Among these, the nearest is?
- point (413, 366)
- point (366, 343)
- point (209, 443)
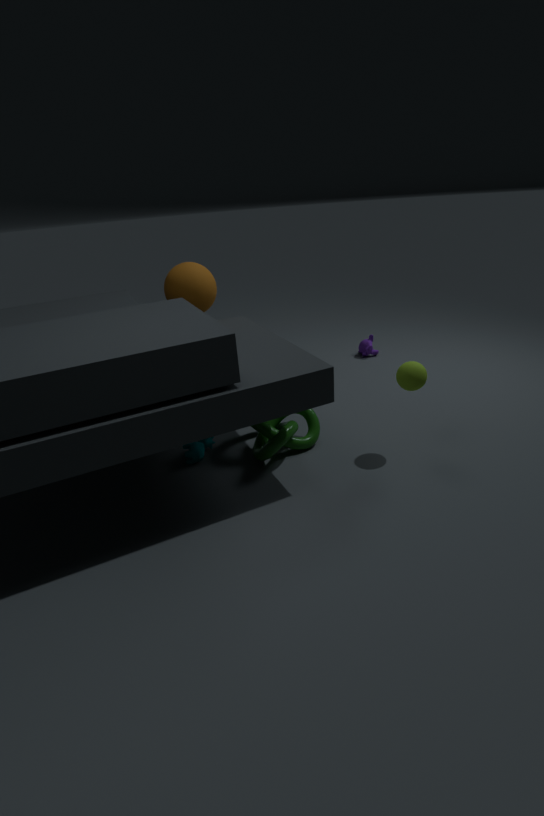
point (413, 366)
